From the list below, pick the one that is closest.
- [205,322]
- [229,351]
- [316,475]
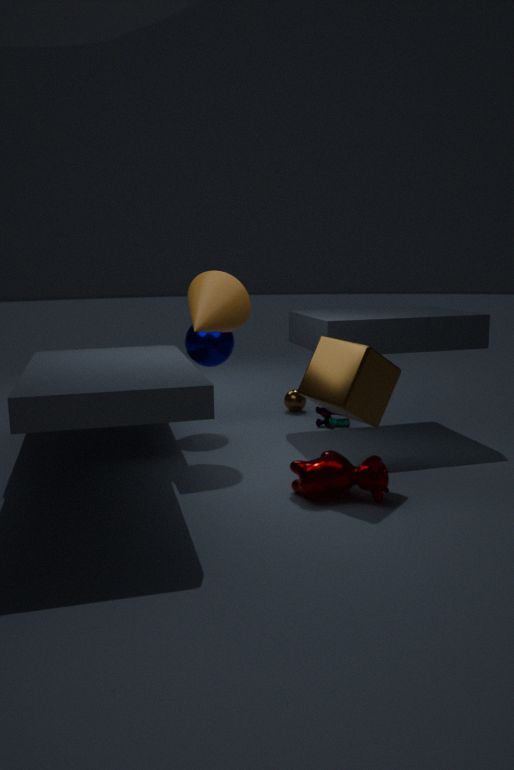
[316,475]
